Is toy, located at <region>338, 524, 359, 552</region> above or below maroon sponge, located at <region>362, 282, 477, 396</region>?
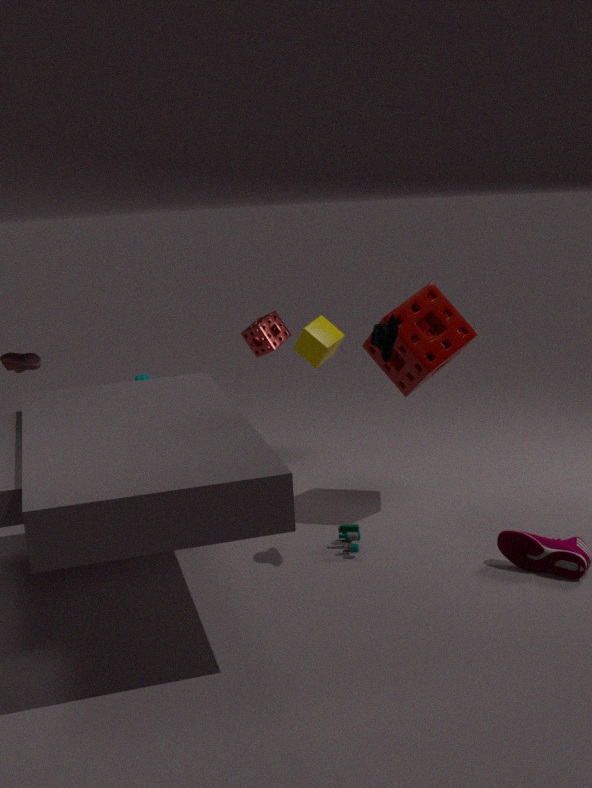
below
